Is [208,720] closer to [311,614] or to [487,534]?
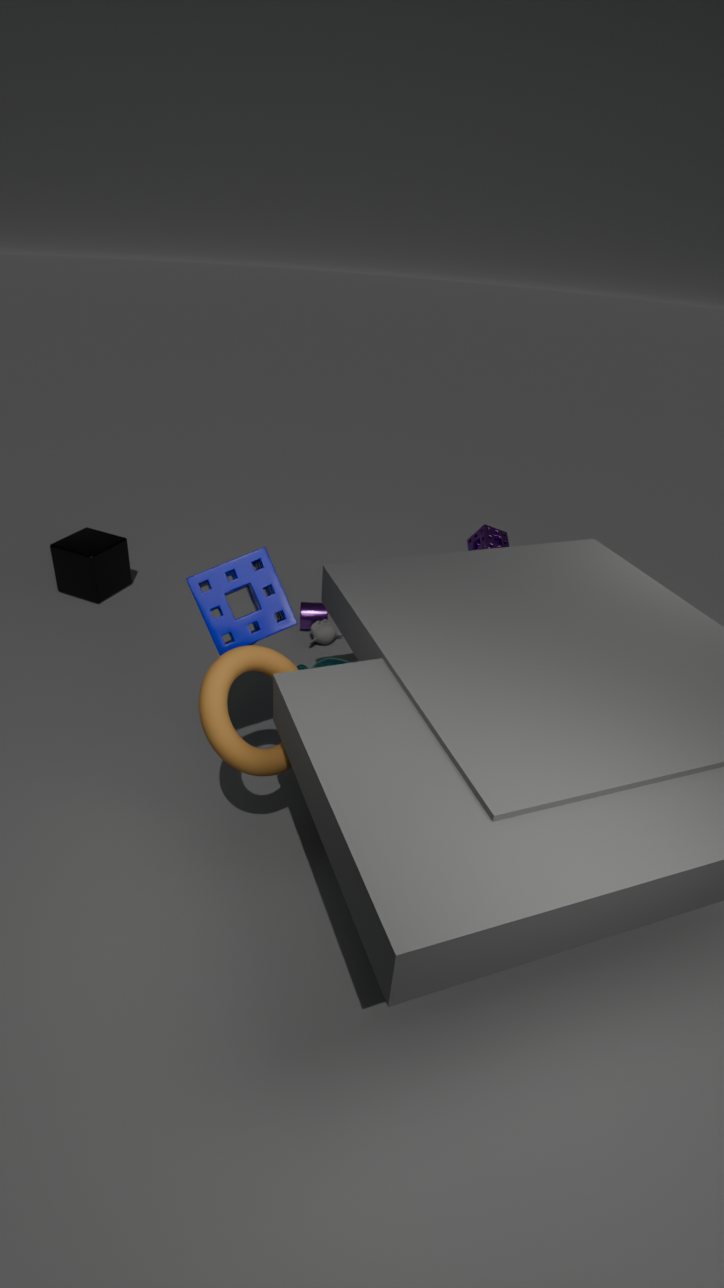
[311,614]
